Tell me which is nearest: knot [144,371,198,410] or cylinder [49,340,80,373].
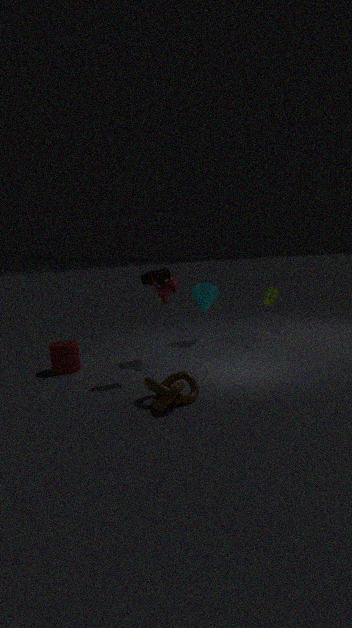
knot [144,371,198,410]
